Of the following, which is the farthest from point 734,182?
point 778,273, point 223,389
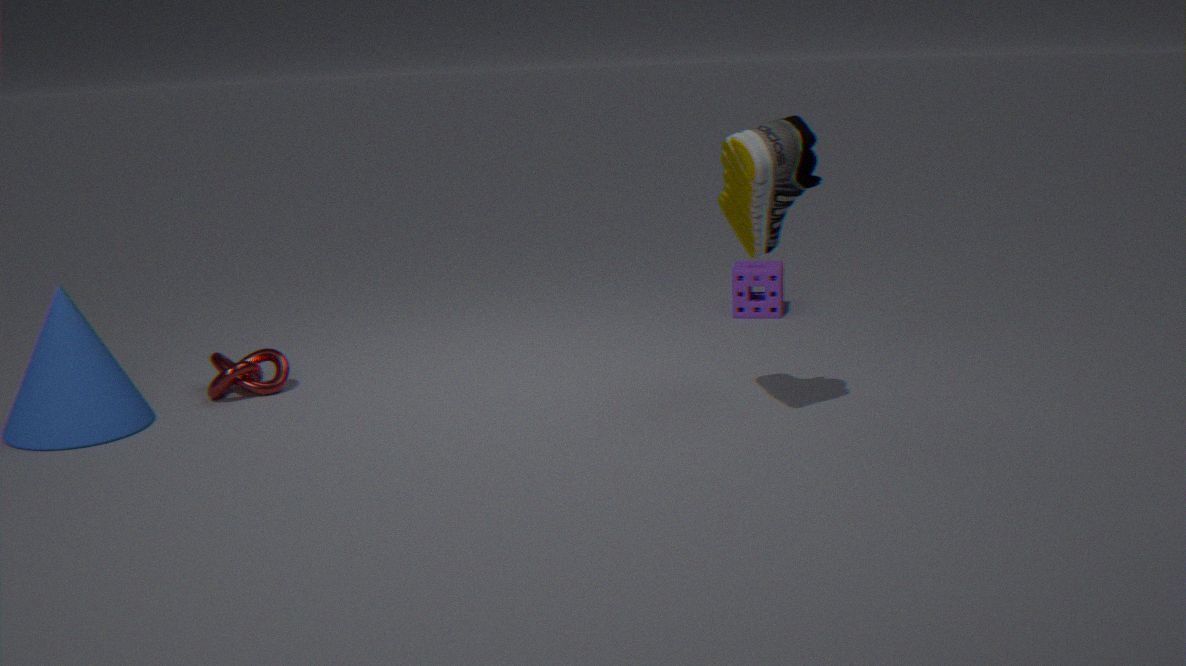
point 223,389
